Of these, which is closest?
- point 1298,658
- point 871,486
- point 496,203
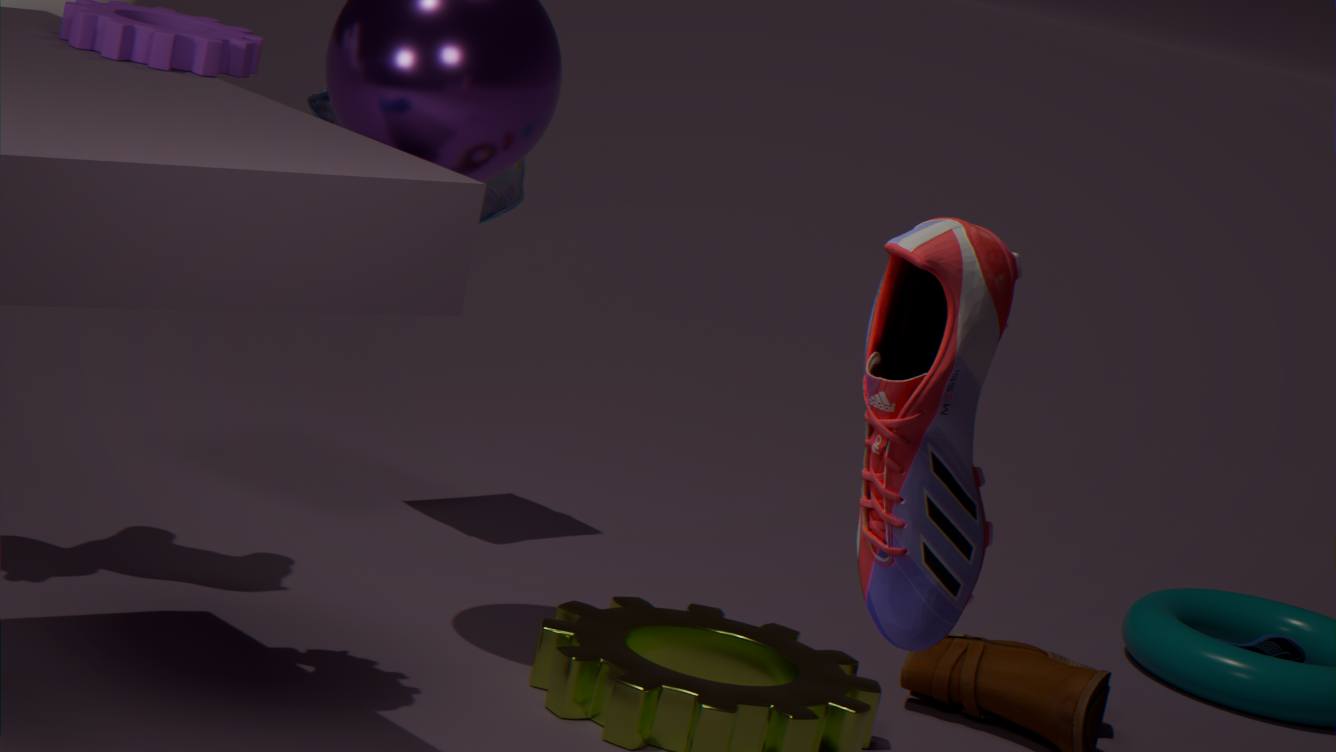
point 871,486
